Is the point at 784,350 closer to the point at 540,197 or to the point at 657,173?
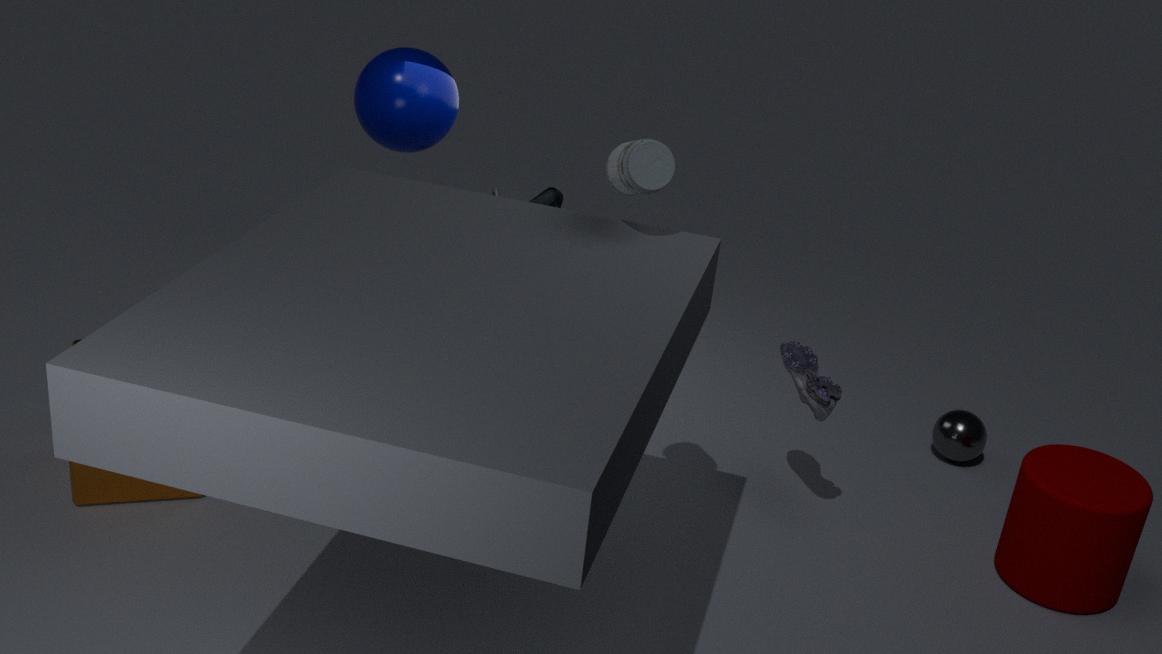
the point at 657,173
